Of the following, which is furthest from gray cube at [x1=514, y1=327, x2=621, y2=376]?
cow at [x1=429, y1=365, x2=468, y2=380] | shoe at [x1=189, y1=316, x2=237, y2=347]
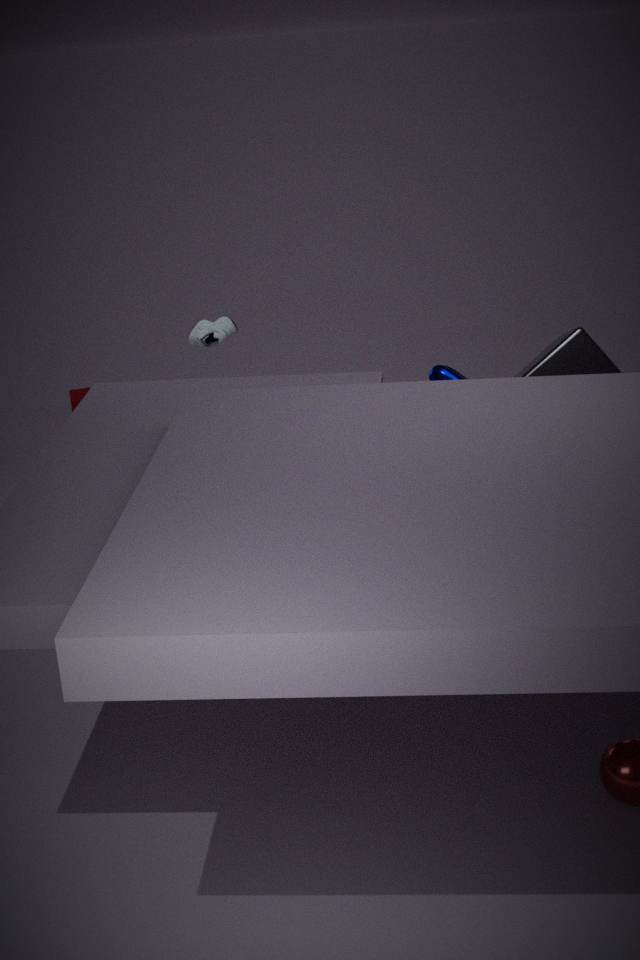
shoe at [x1=189, y1=316, x2=237, y2=347]
